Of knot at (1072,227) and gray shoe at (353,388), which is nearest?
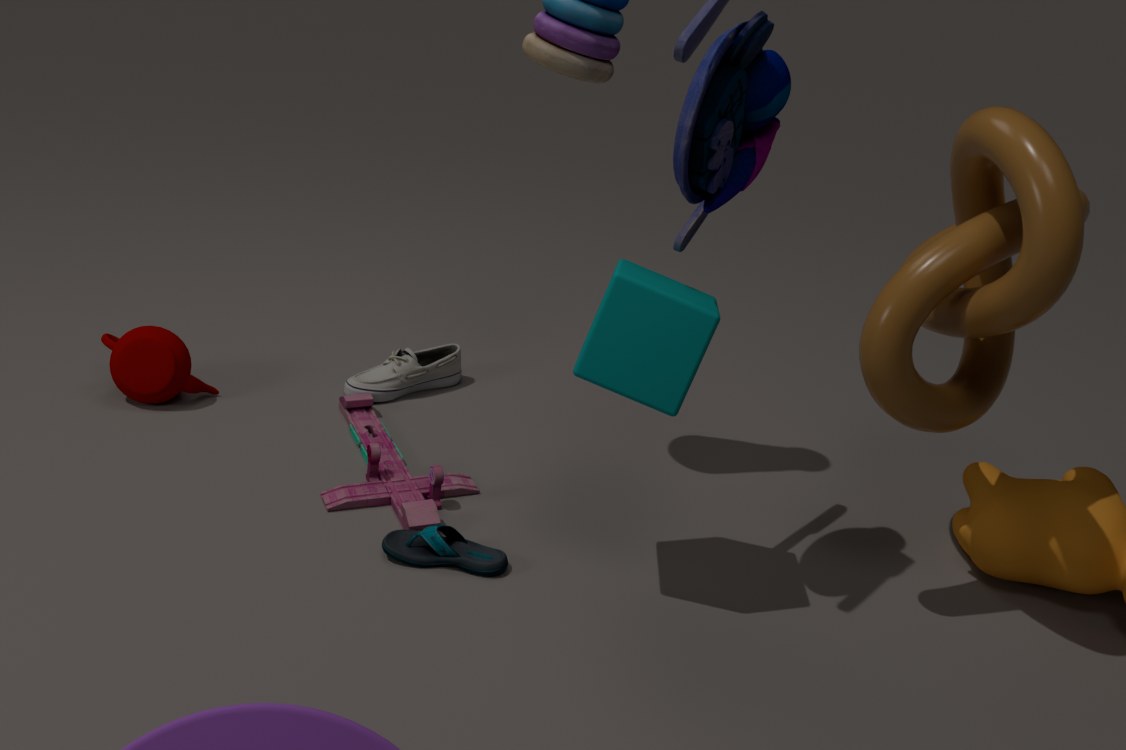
knot at (1072,227)
